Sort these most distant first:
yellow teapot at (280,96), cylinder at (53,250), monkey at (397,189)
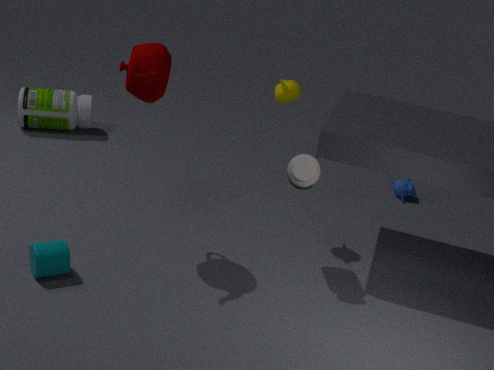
monkey at (397,189)
yellow teapot at (280,96)
cylinder at (53,250)
